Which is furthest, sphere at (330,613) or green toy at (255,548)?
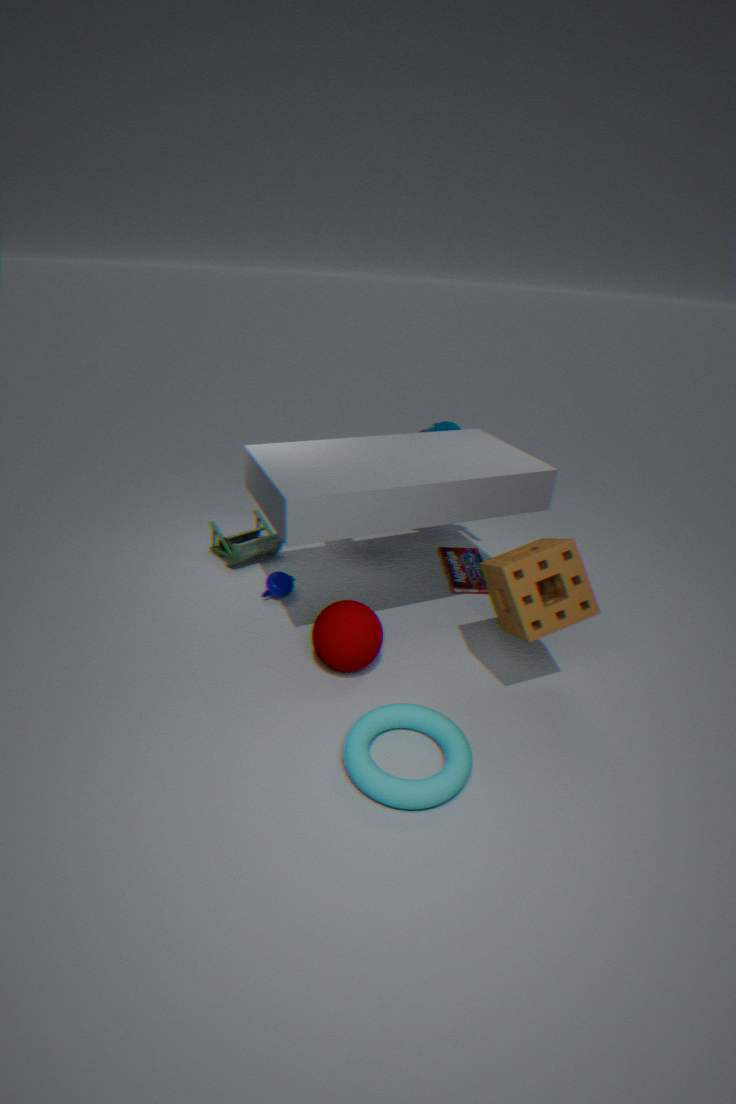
green toy at (255,548)
